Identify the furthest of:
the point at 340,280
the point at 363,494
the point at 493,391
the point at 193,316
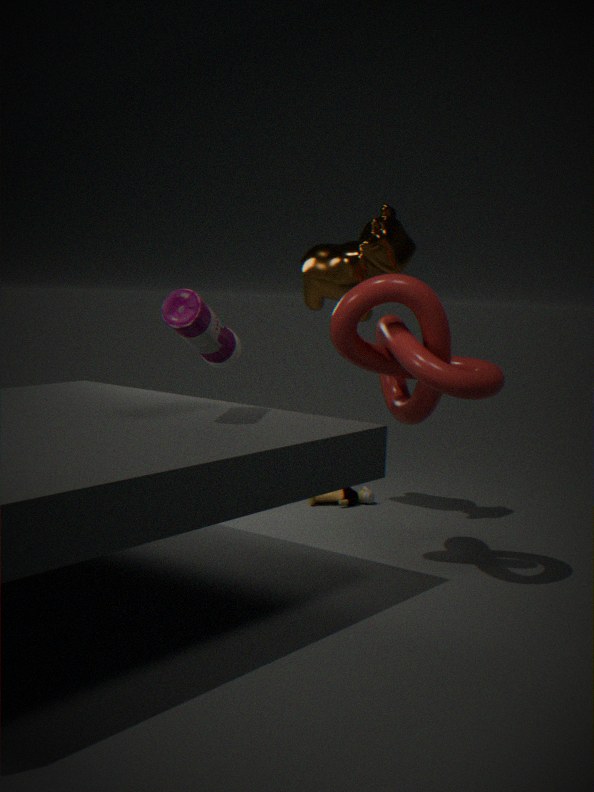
the point at 363,494
